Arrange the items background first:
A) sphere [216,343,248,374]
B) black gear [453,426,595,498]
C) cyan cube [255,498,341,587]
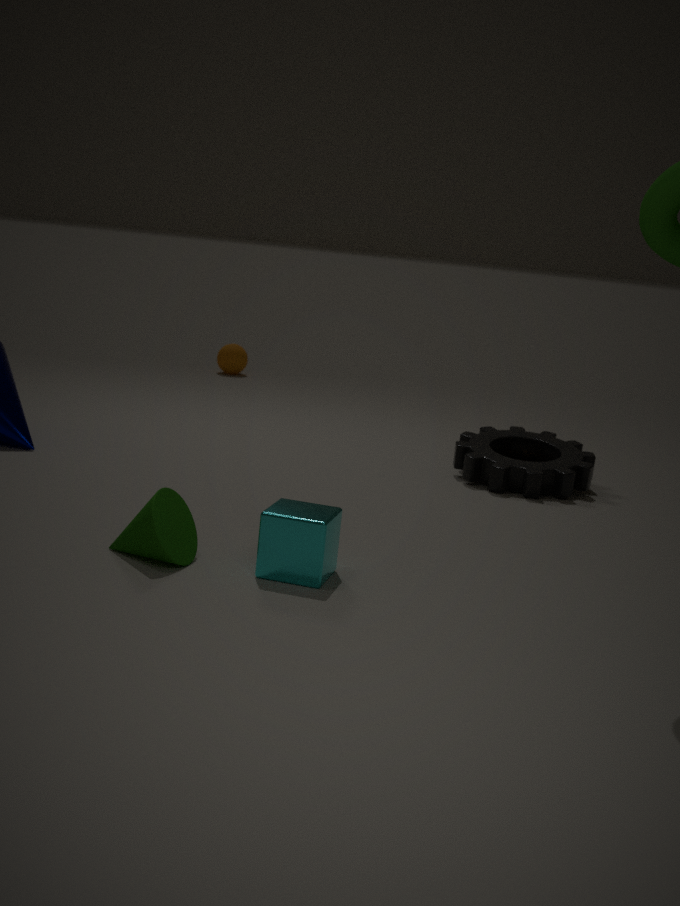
sphere [216,343,248,374]
black gear [453,426,595,498]
cyan cube [255,498,341,587]
